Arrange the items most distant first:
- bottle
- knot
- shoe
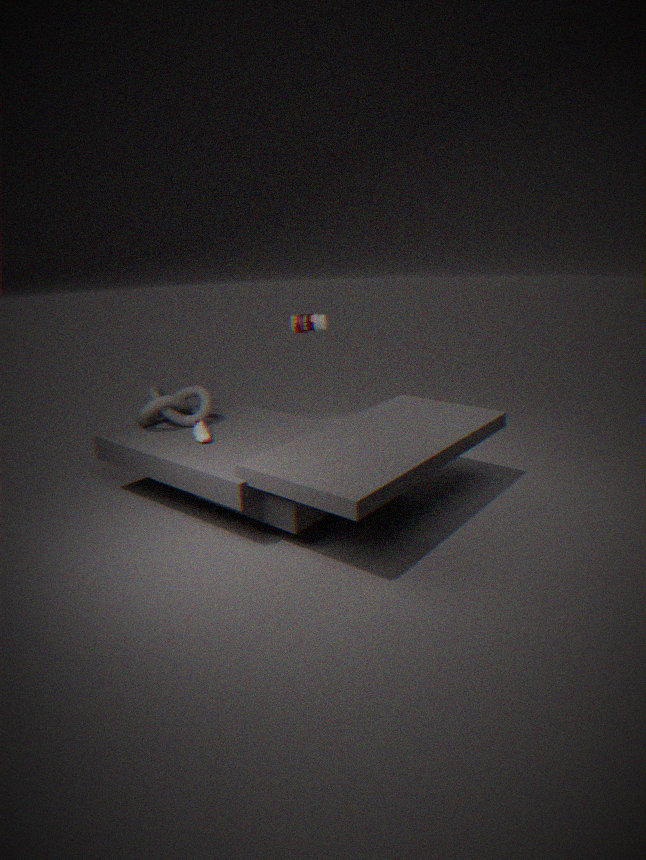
bottle → knot → shoe
